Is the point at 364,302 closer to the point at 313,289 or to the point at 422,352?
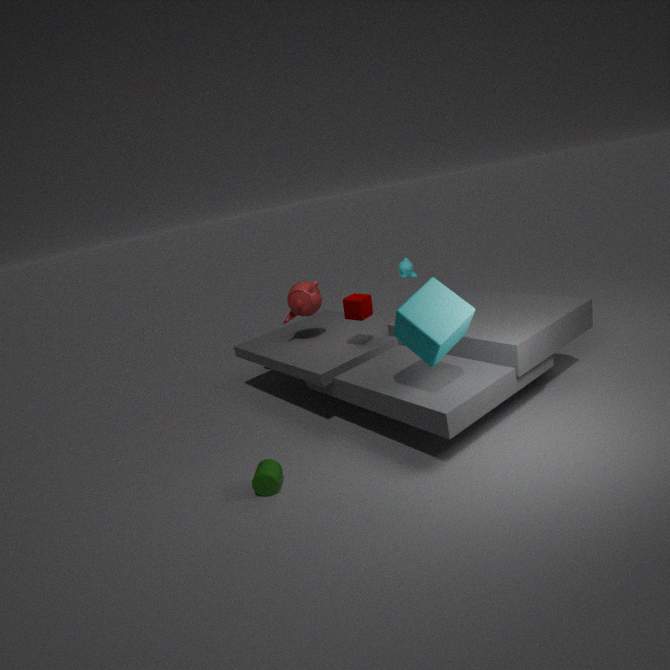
the point at 313,289
